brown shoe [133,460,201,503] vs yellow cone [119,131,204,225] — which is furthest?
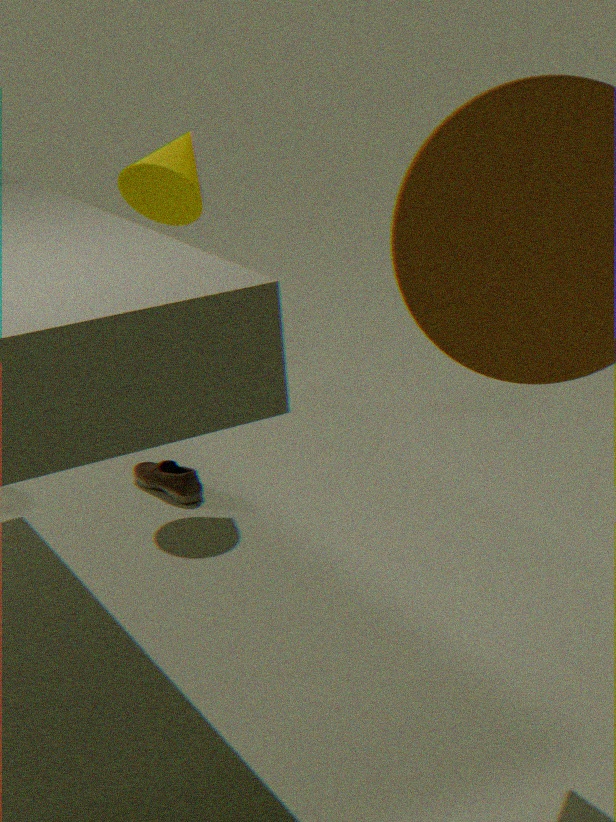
brown shoe [133,460,201,503]
